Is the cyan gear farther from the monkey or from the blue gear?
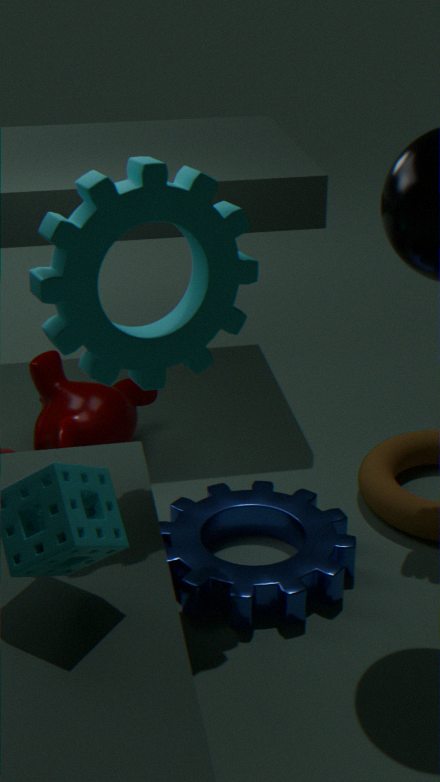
the monkey
